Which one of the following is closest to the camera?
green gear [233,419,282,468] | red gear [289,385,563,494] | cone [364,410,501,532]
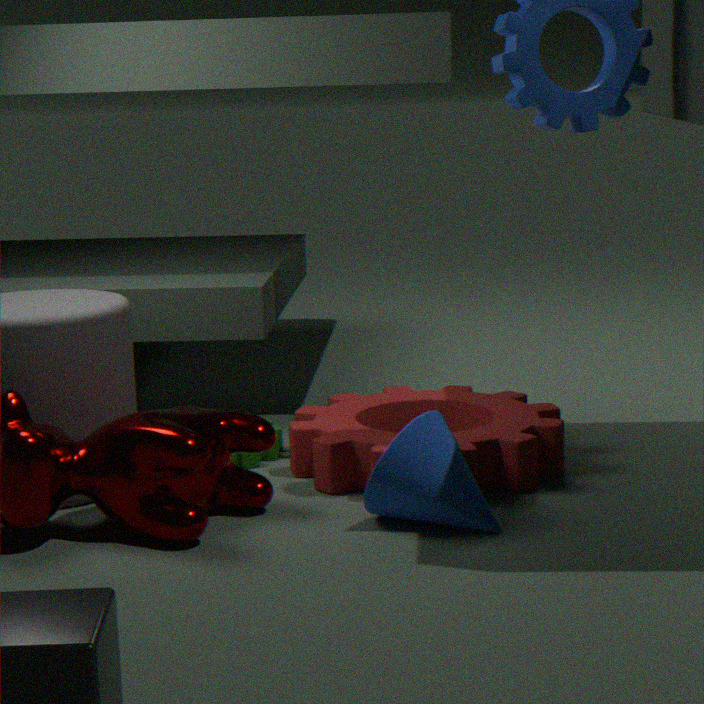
cone [364,410,501,532]
